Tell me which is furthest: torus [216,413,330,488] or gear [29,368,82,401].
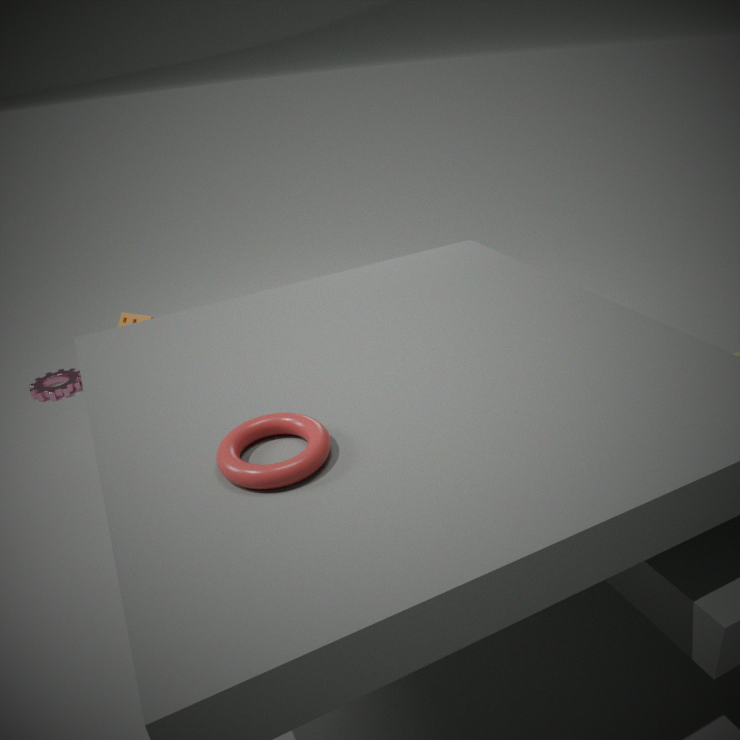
gear [29,368,82,401]
